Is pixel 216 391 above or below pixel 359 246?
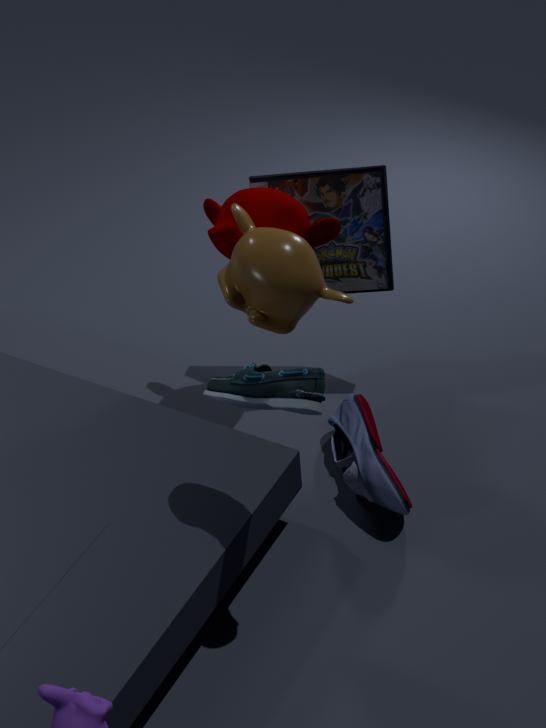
above
